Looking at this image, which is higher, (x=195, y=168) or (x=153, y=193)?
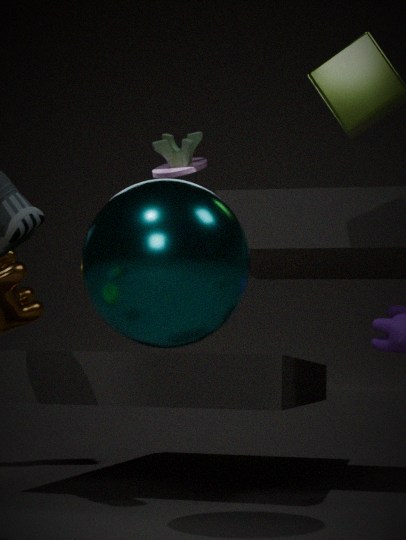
(x=195, y=168)
